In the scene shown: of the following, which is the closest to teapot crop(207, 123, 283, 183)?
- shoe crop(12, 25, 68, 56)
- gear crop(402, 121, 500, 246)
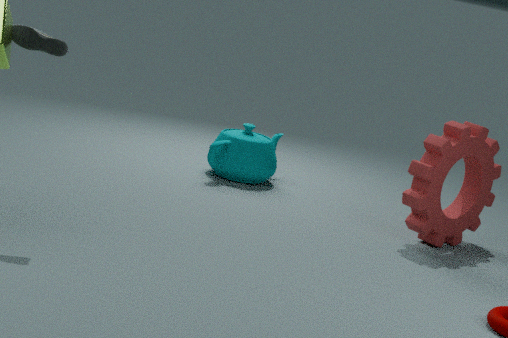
gear crop(402, 121, 500, 246)
